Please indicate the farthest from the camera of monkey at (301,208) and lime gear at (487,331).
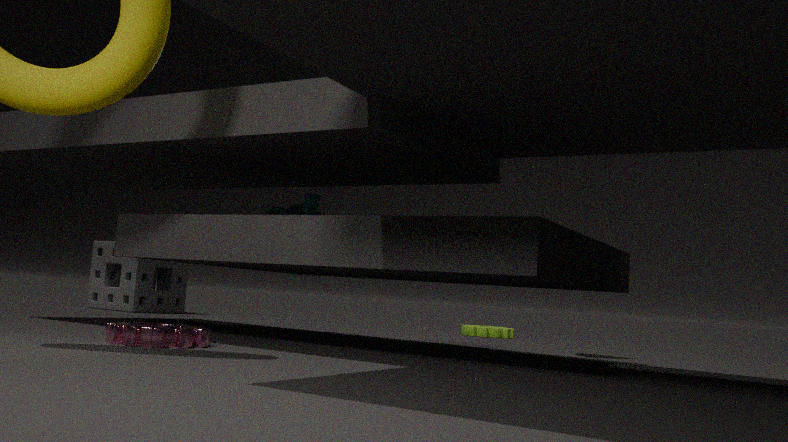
lime gear at (487,331)
